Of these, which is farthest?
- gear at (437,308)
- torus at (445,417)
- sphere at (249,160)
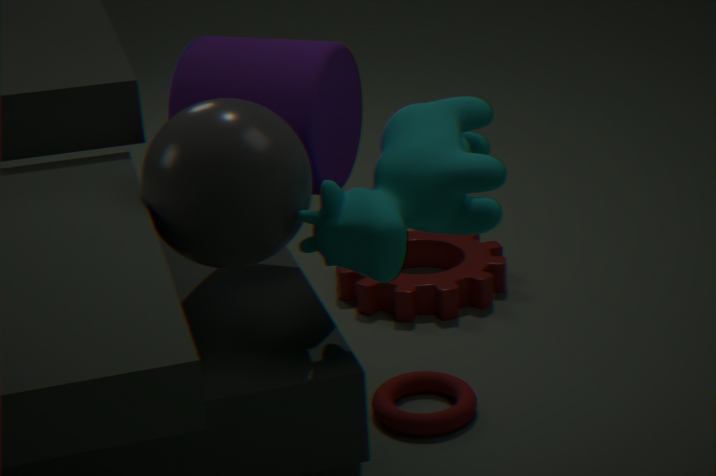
gear at (437,308)
